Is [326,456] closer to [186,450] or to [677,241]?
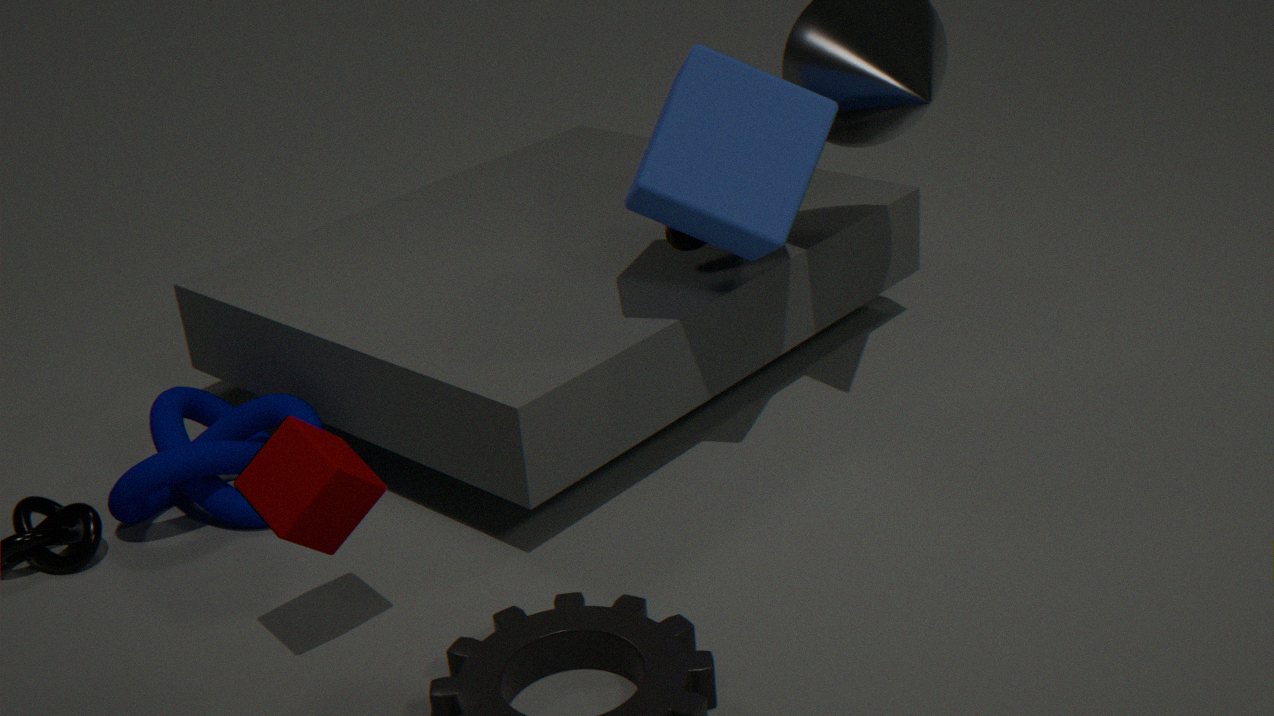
[186,450]
